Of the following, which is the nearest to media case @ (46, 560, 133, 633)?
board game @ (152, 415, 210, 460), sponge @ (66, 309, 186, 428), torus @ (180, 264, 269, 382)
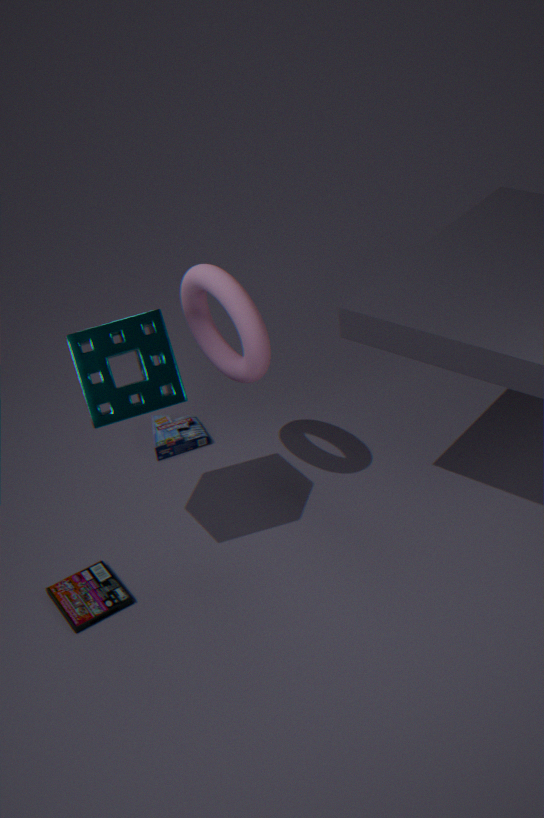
sponge @ (66, 309, 186, 428)
